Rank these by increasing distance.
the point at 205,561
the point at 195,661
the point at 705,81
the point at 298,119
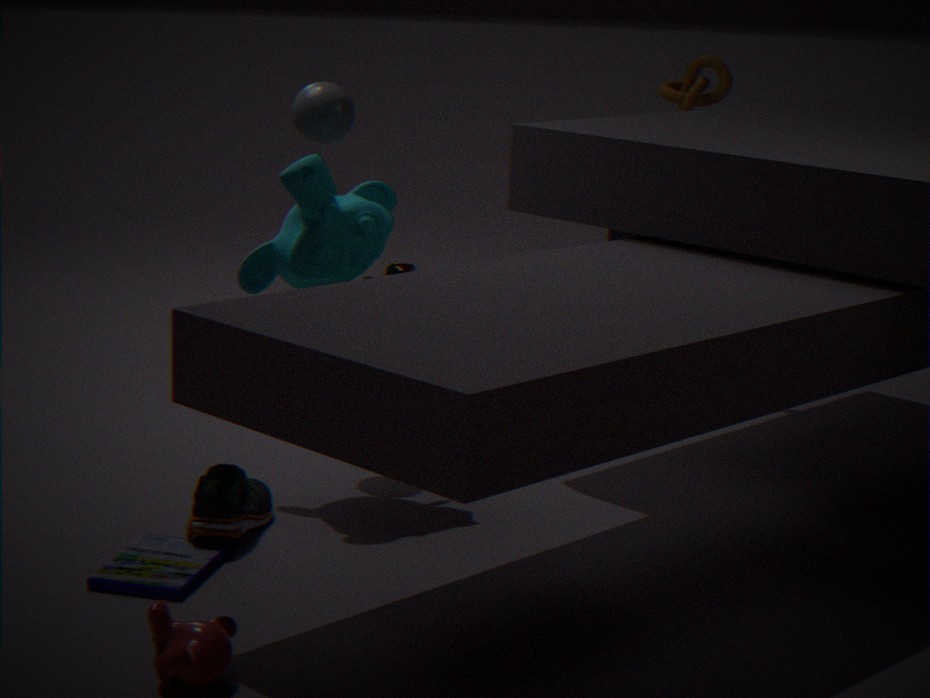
the point at 195,661, the point at 205,561, the point at 298,119, the point at 705,81
